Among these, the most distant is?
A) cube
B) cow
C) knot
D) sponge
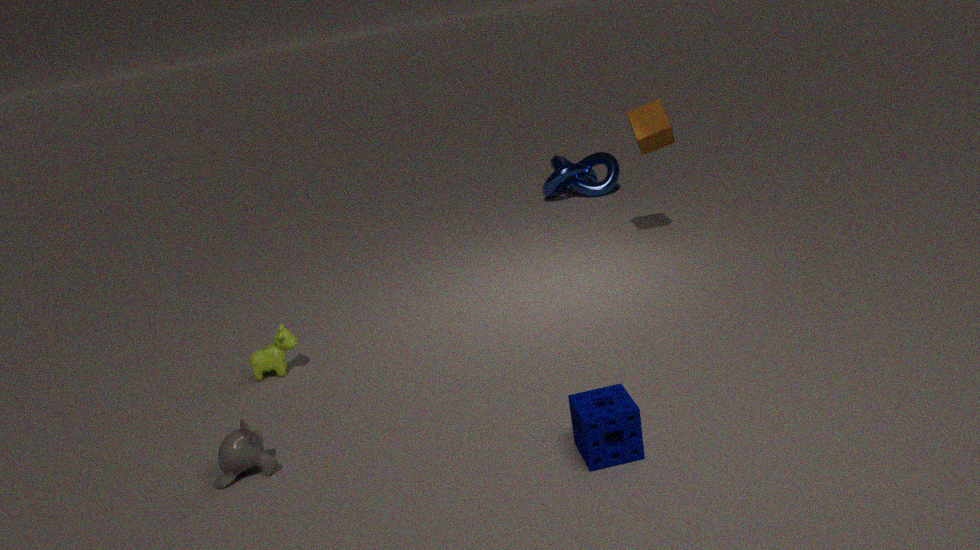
knot
